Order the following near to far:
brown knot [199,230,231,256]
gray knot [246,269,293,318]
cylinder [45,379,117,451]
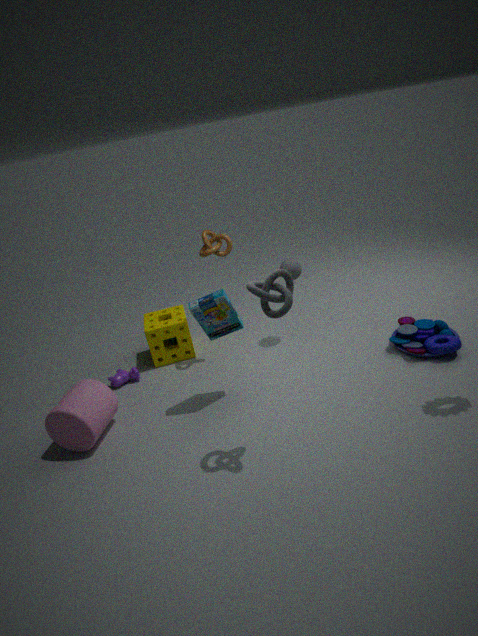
gray knot [246,269,293,318], cylinder [45,379,117,451], brown knot [199,230,231,256]
